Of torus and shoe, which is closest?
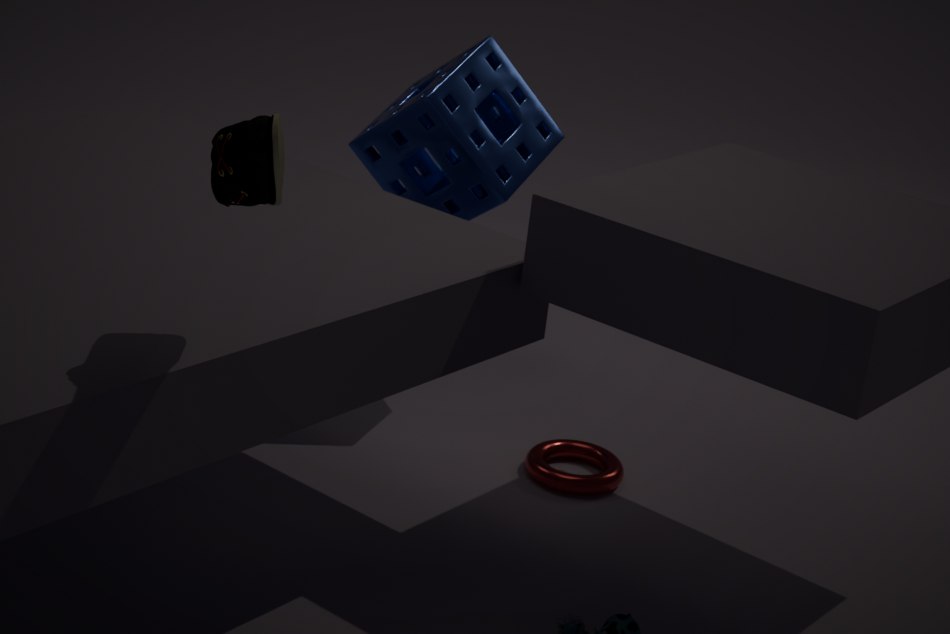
shoe
